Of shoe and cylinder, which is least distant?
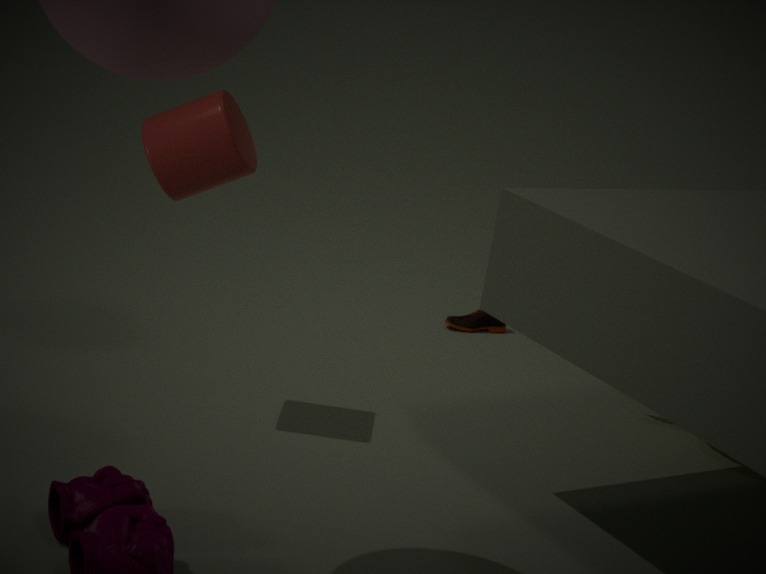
cylinder
